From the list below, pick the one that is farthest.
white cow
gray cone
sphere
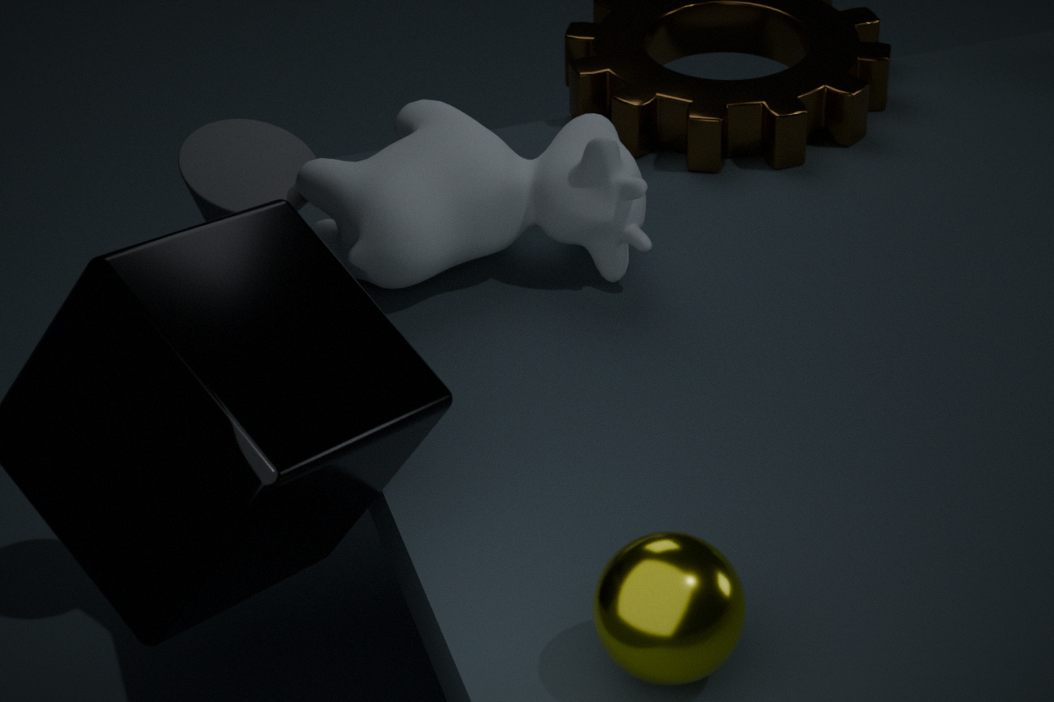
gray cone
